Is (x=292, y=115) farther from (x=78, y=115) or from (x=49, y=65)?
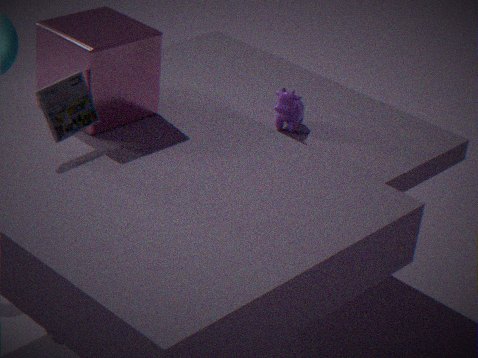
(x=78, y=115)
